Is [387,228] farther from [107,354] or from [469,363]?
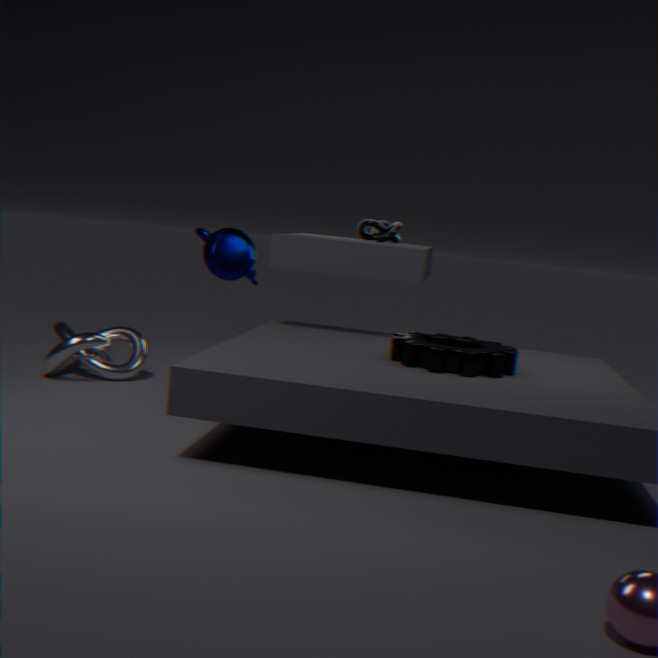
[107,354]
